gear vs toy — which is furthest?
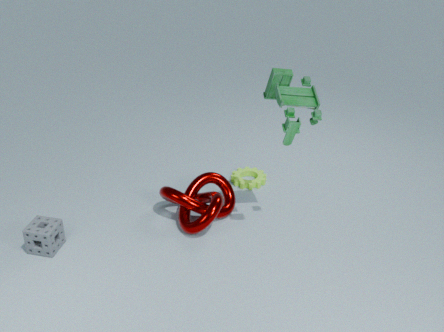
gear
